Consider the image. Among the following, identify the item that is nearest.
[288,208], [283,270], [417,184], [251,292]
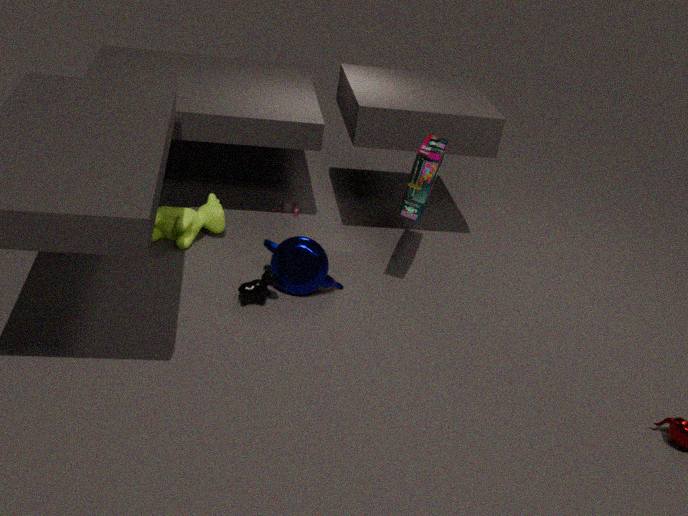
[251,292]
